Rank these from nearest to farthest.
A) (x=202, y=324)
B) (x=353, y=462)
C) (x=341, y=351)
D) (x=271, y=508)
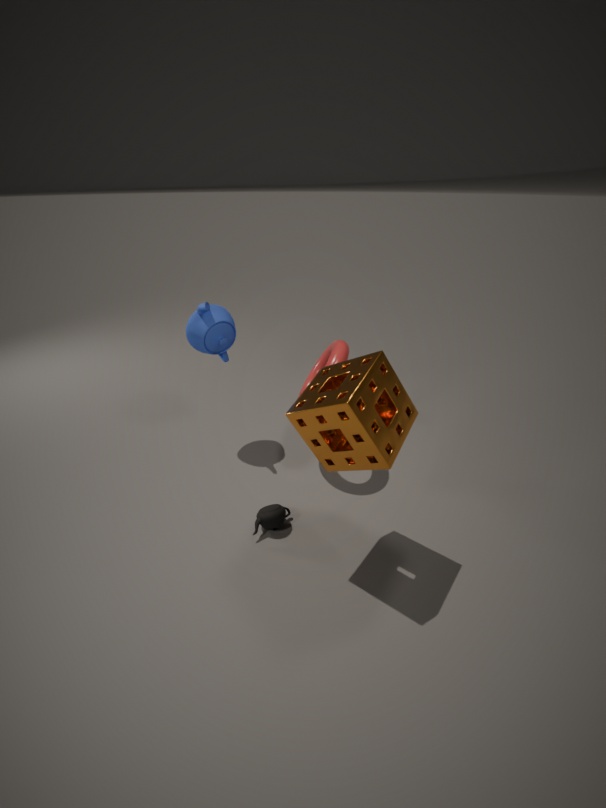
(x=353, y=462), (x=271, y=508), (x=341, y=351), (x=202, y=324)
